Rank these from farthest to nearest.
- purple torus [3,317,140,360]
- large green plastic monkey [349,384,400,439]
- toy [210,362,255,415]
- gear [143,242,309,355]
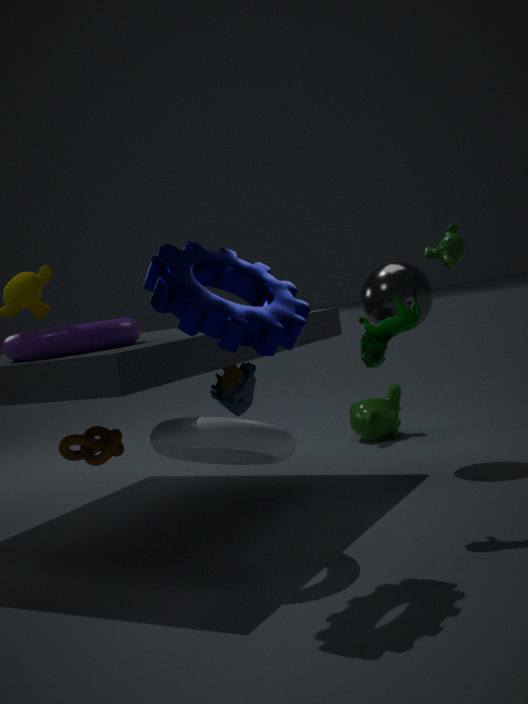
large green plastic monkey [349,384,400,439] < toy [210,362,255,415] < purple torus [3,317,140,360] < gear [143,242,309,355]
